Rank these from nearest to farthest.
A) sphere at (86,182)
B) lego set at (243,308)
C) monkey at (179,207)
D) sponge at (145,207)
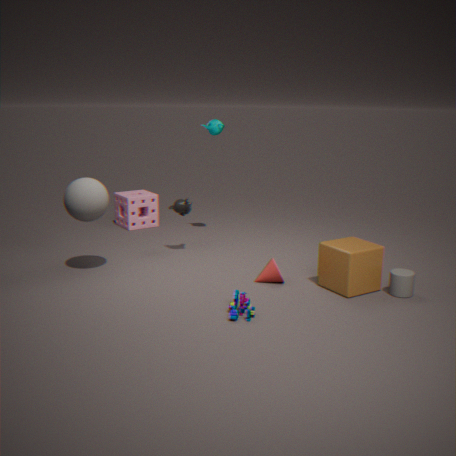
lego set at (243,308) → sphere at (86,182) → monkey at (179,207) → sponge at (145,207)
